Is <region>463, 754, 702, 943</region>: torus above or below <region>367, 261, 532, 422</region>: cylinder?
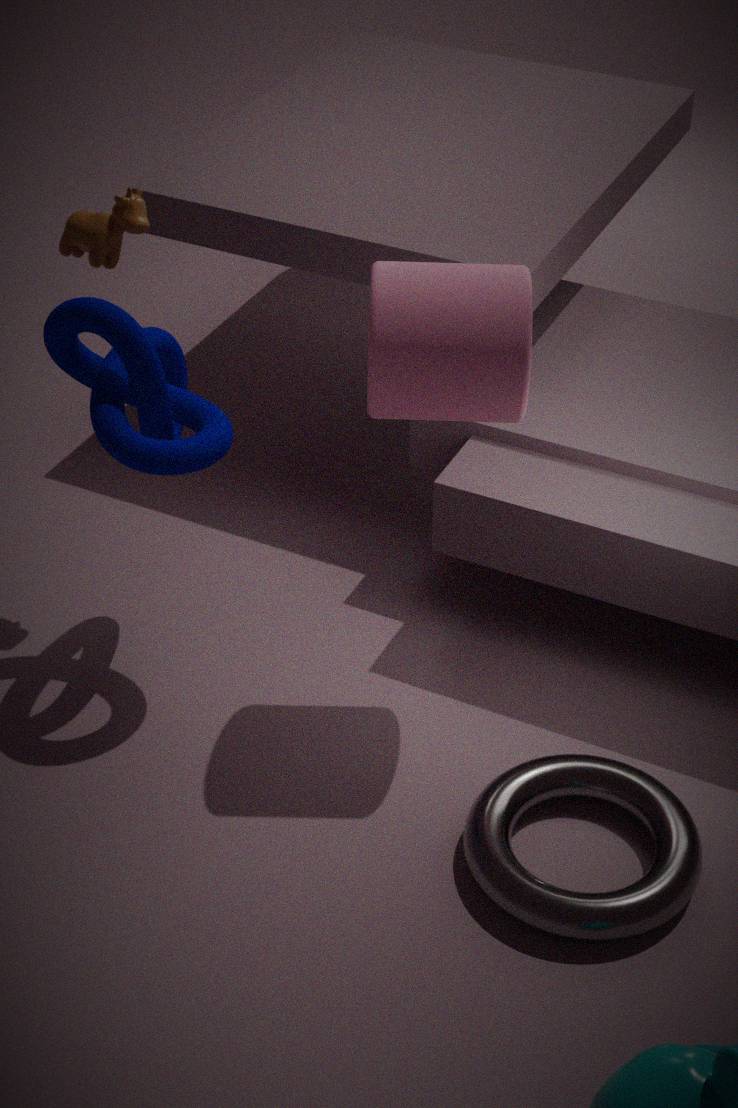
below
